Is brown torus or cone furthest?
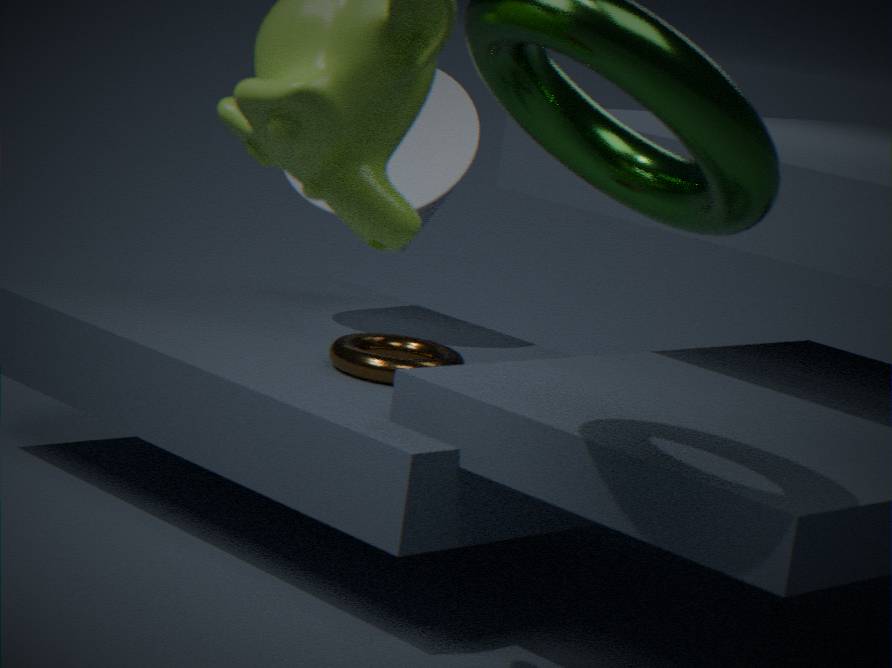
cone
